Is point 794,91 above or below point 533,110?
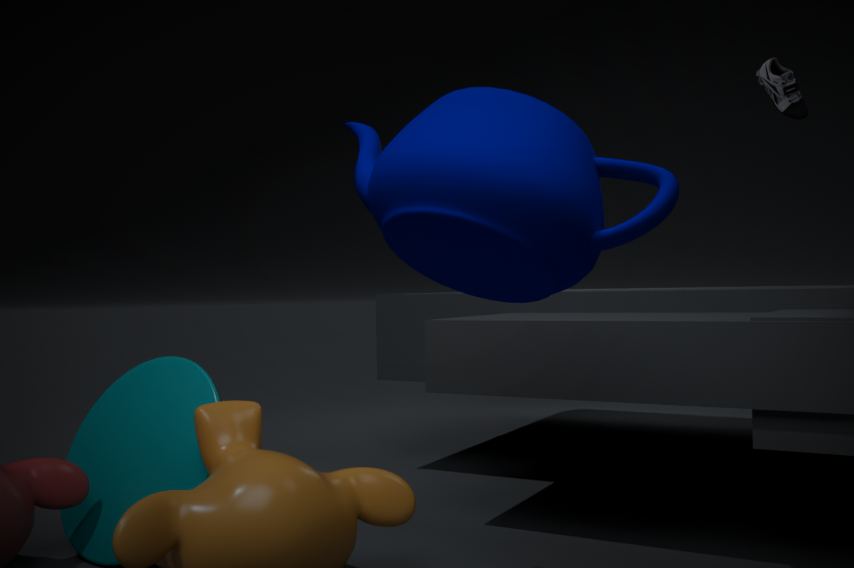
above
